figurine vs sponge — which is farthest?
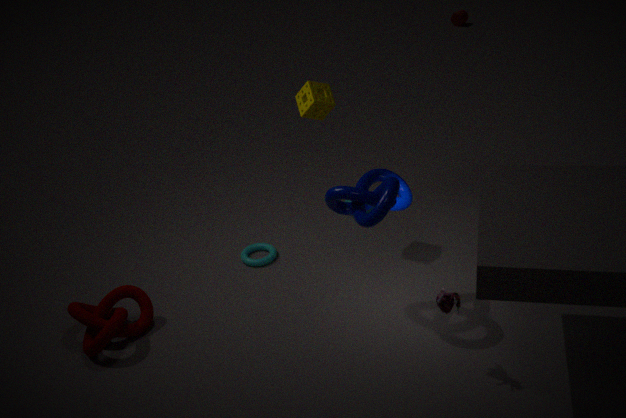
sponge
